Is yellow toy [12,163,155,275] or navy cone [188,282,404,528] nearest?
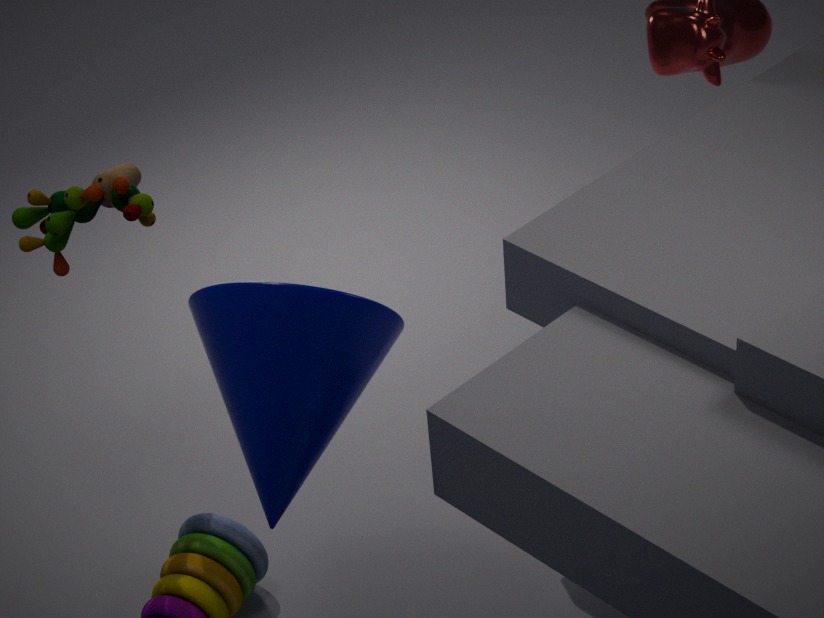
navy cone [188,282,404,528]
